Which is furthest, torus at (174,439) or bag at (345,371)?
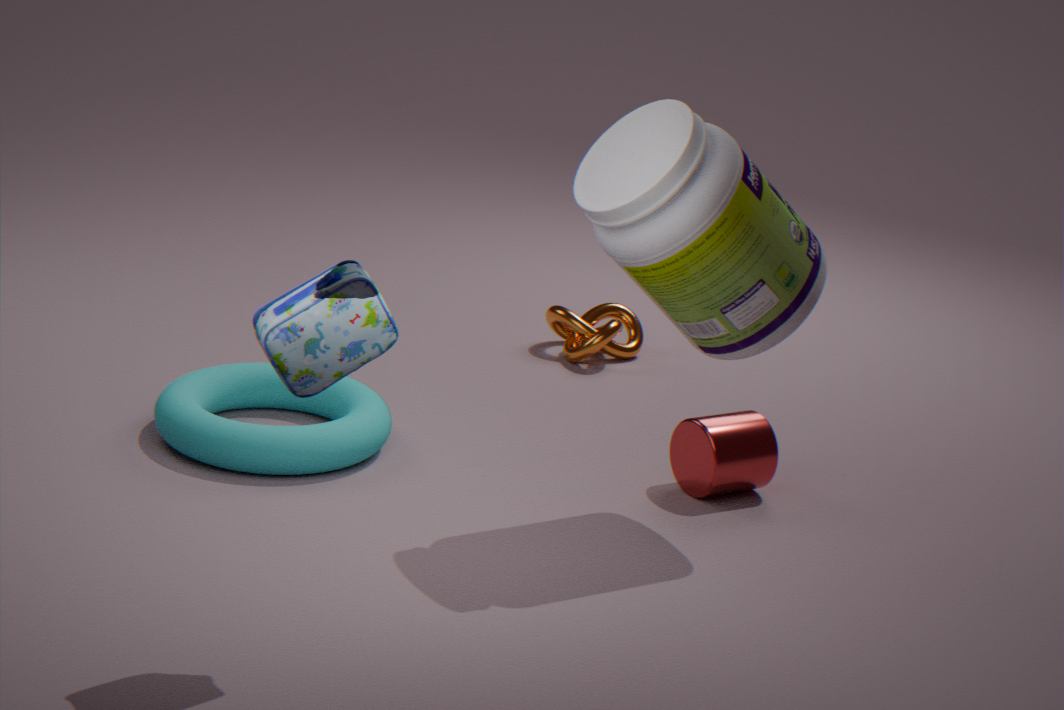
torus at (174,439)
